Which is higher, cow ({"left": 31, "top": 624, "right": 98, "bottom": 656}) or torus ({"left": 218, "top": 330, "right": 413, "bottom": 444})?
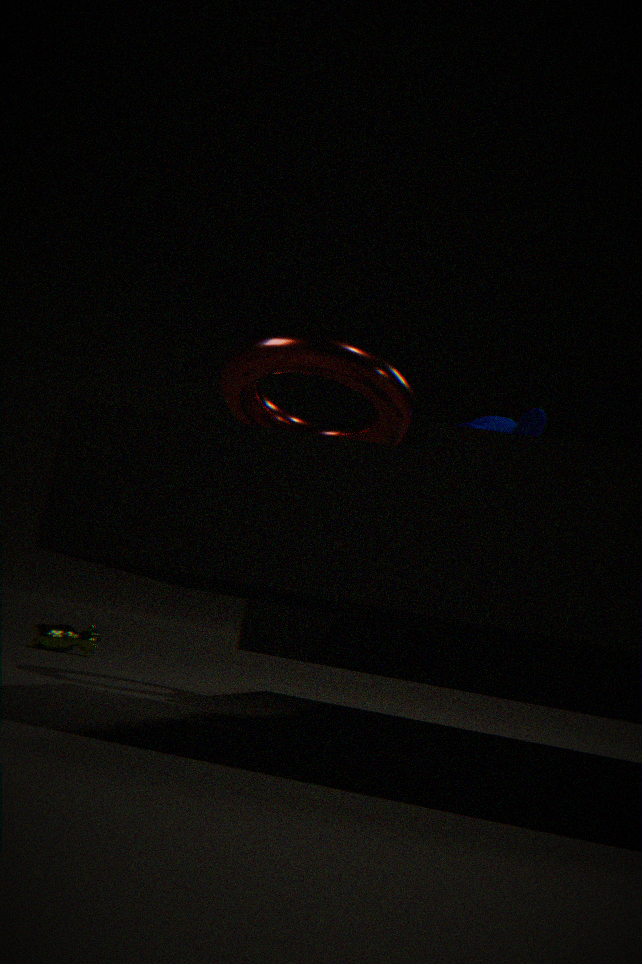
torus ({"left": 218, "top": 330, "right": 413, "bottom": 444})
